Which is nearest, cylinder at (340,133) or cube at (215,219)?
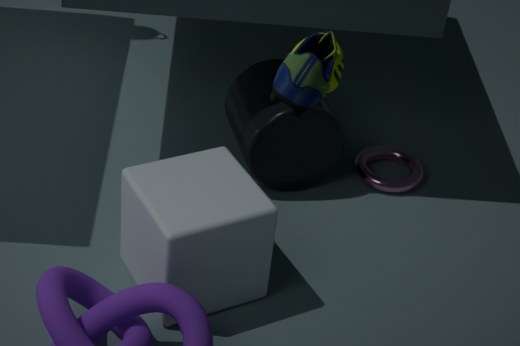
cube at (215,219)
